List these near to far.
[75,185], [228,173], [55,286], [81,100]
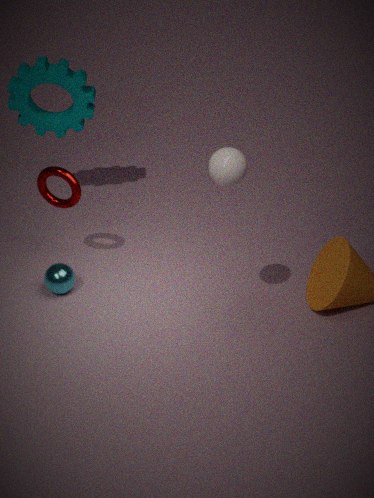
[228,173] < [75,185] < [55,286] < [81,100]
